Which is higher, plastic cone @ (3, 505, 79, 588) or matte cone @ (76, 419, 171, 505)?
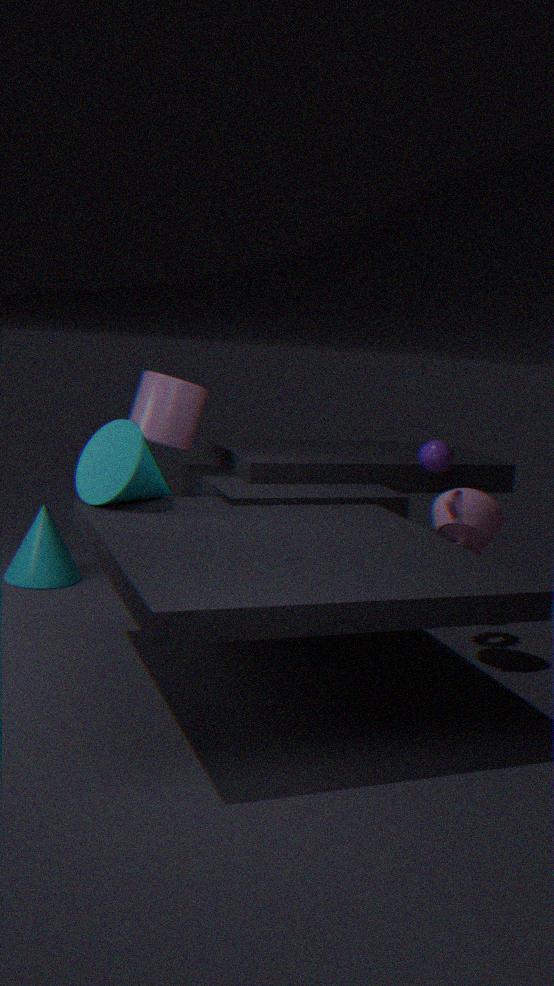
matte cone @ (76, 419, 171, 505)
